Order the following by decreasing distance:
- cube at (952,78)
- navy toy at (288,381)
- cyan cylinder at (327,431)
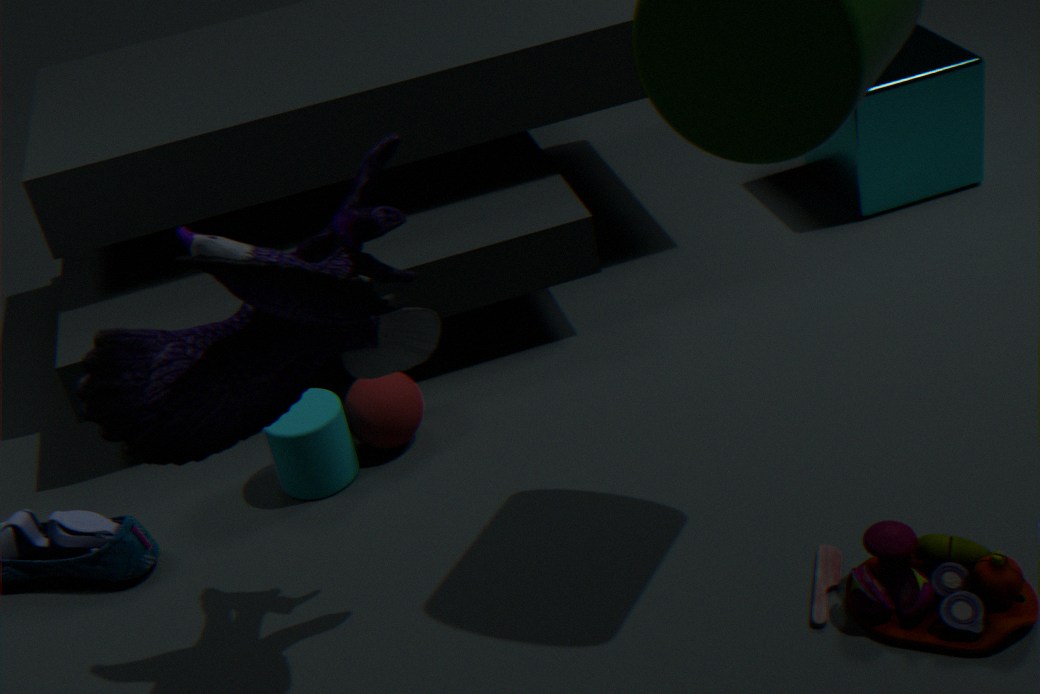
1. cube at (952,78)
2. cyan cylinder at (327,431)
3. navy toy at (288,381)
